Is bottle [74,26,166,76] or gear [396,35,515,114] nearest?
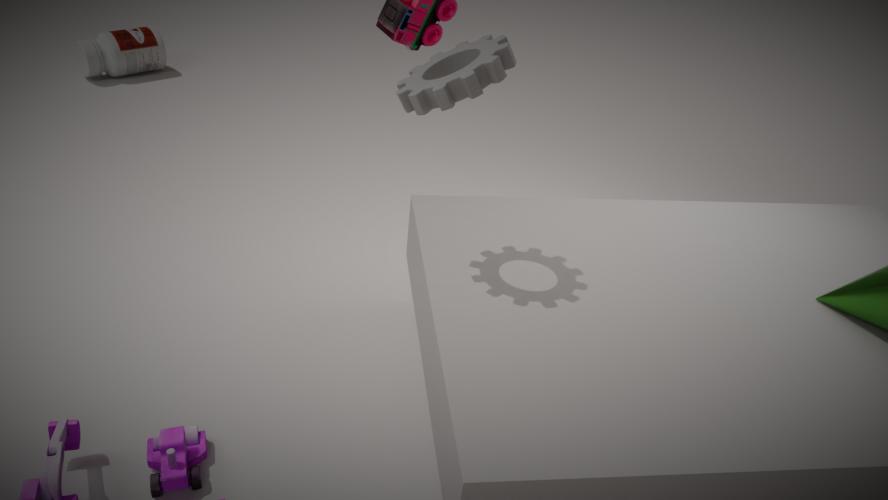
Result: gear [396,35,515,114]
